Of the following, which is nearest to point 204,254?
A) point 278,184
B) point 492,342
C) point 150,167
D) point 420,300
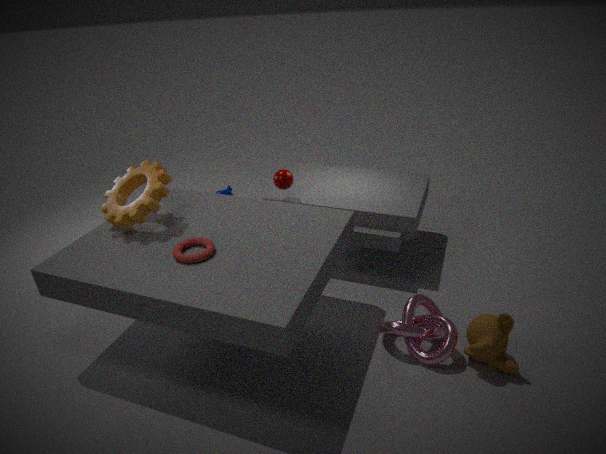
point 150,167
